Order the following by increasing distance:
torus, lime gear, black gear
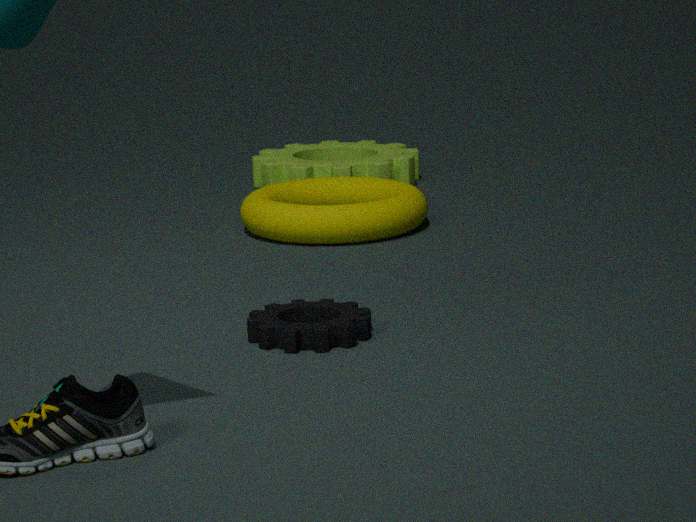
1. black gear
2. torus
3. lime gear
